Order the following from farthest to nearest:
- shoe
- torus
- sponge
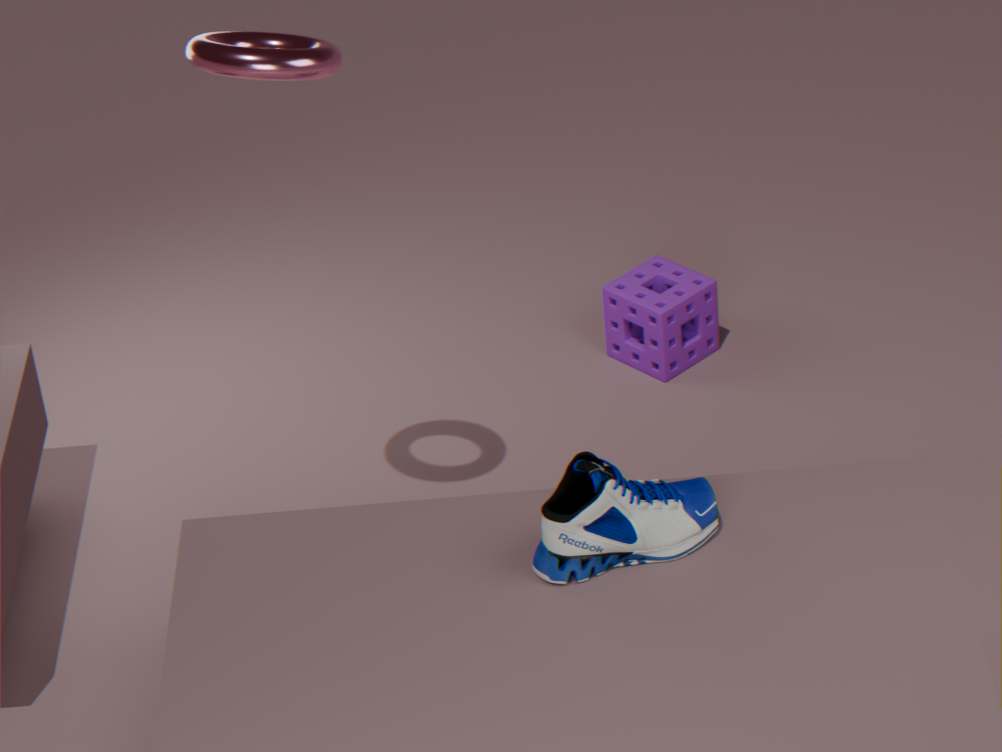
1. sponge
2. shoe
3. torus
